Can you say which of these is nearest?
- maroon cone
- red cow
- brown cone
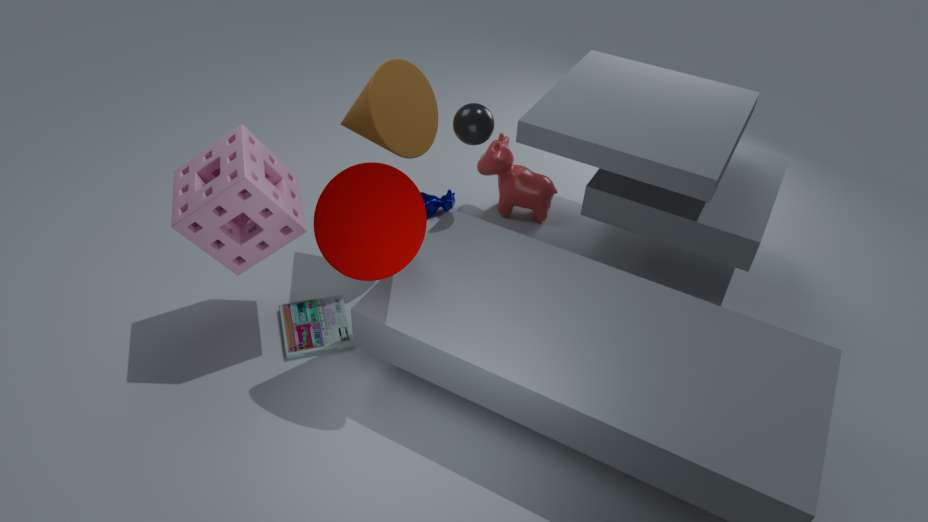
maroon cone
